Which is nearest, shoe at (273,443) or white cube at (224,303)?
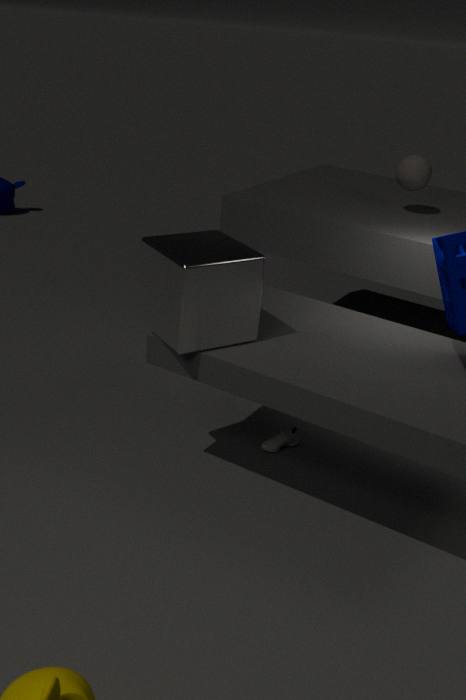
white cube at (224,303)
